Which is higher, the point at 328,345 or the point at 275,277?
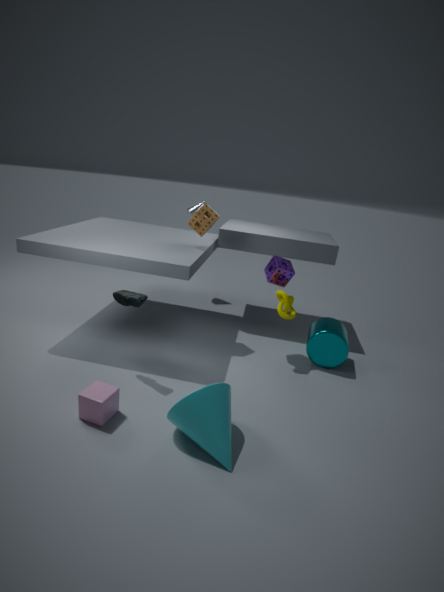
the point at 275,277
